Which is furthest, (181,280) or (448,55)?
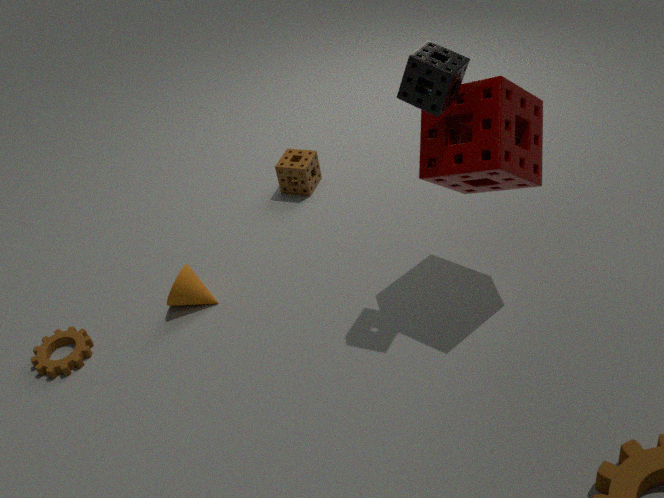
(181,280)
